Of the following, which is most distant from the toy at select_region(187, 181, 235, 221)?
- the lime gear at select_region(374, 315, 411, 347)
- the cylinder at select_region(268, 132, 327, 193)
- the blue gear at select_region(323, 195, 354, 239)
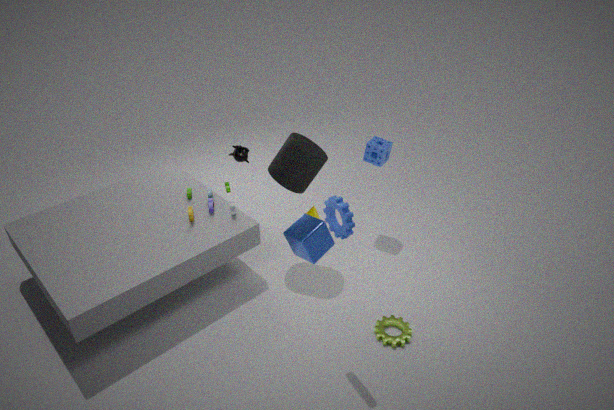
the lime gear at select_region(374, 315, 411, 347)
